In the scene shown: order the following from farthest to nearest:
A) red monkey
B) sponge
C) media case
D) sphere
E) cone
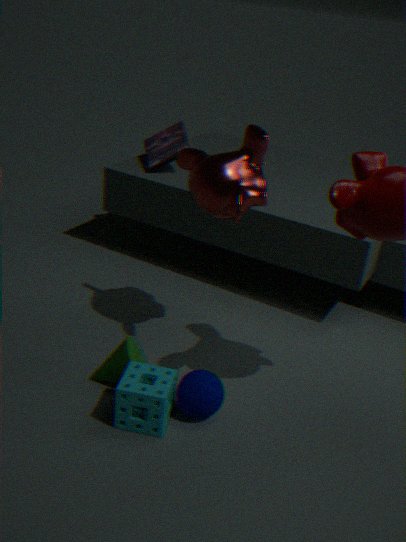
1. media case
2. cone
3. red monkey
4. sphere
5. sponge
